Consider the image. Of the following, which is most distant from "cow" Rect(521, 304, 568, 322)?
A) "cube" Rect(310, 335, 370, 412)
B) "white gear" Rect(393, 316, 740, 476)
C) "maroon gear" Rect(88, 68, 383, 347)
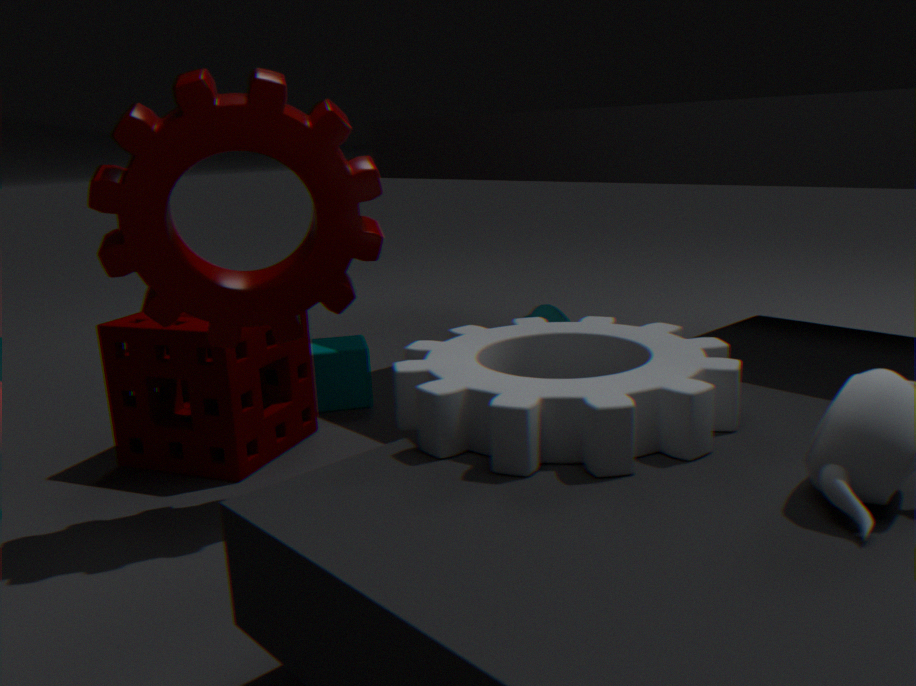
"maroon gear" Rect(88, 68, 383, 347)
